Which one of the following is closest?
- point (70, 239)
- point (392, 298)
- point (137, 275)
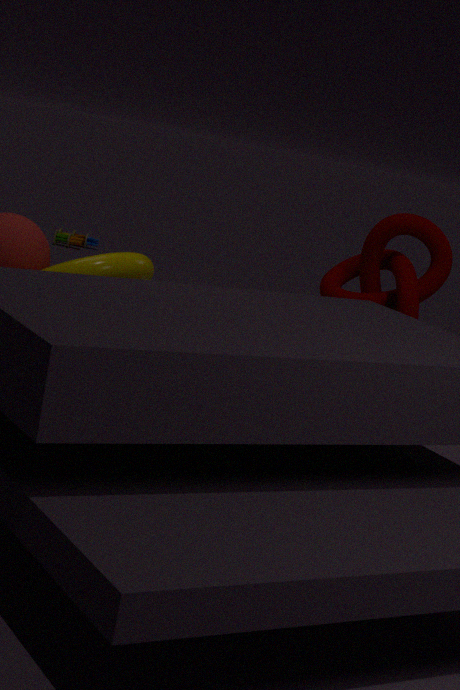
point (137, 275)
